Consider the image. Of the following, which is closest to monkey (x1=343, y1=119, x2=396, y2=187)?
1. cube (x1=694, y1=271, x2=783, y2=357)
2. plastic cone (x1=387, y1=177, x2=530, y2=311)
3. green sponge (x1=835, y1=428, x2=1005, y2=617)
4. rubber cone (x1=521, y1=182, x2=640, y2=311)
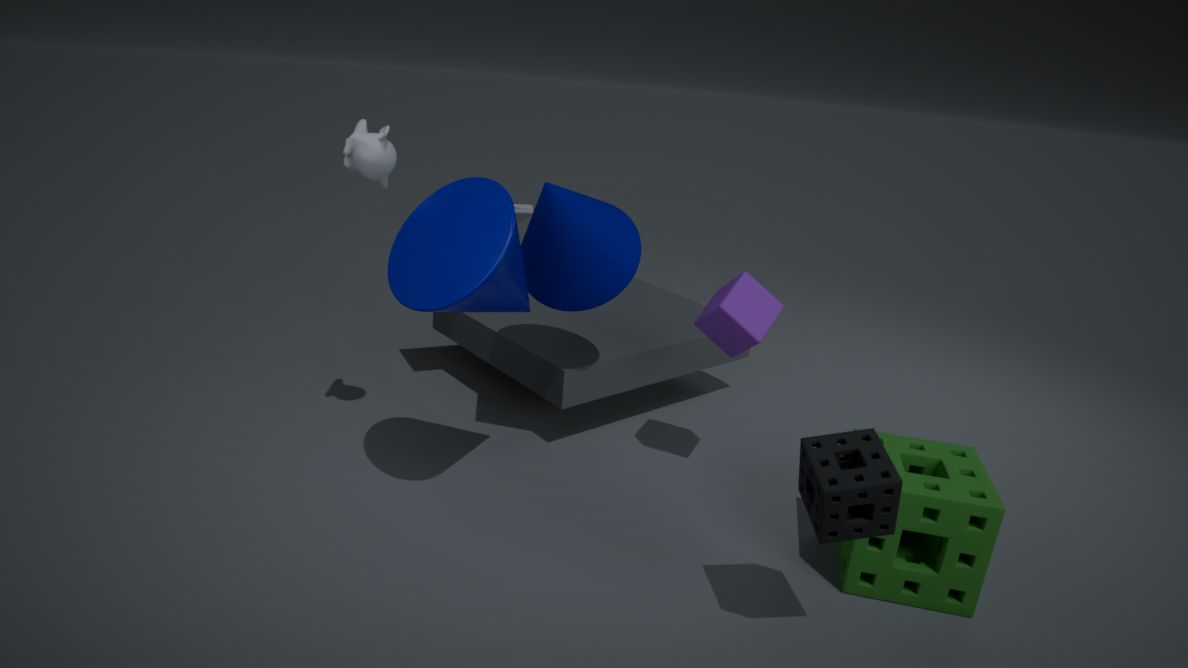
plastic cone (x1=387, y1=177, x2=530, y2=311)
